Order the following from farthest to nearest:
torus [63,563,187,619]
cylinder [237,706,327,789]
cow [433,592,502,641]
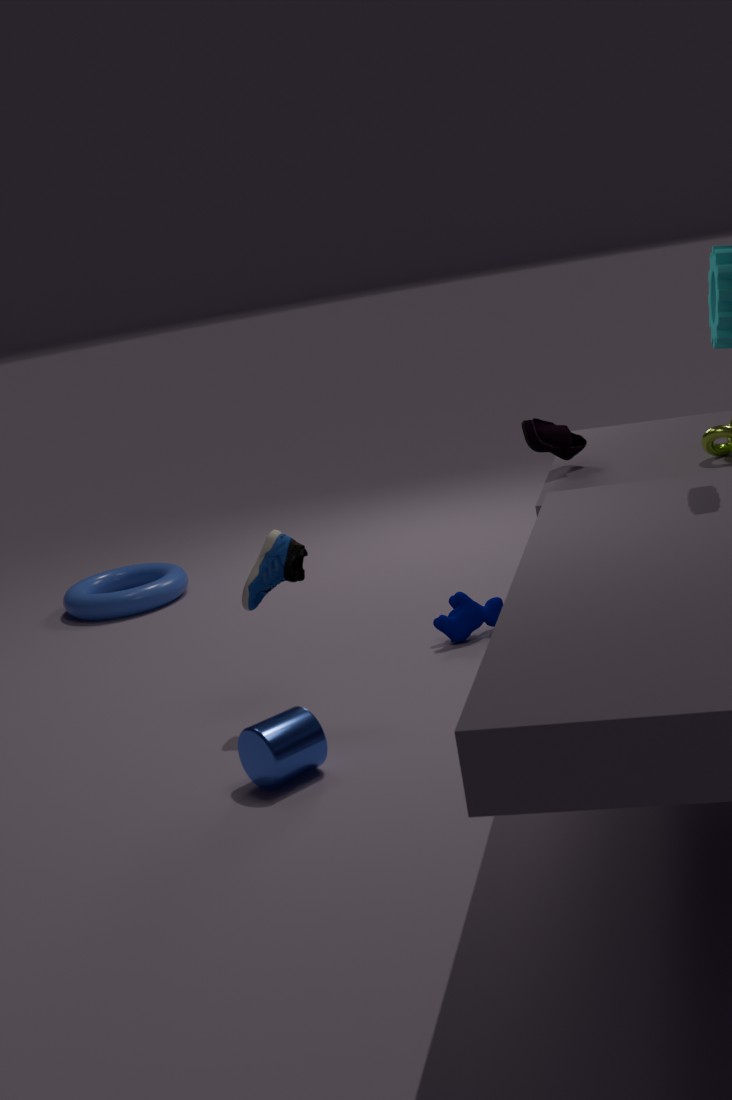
1. torus [63,563,187,619]
2. cow [433,592,502,641]
3. cylinder [237,706,327,789]
